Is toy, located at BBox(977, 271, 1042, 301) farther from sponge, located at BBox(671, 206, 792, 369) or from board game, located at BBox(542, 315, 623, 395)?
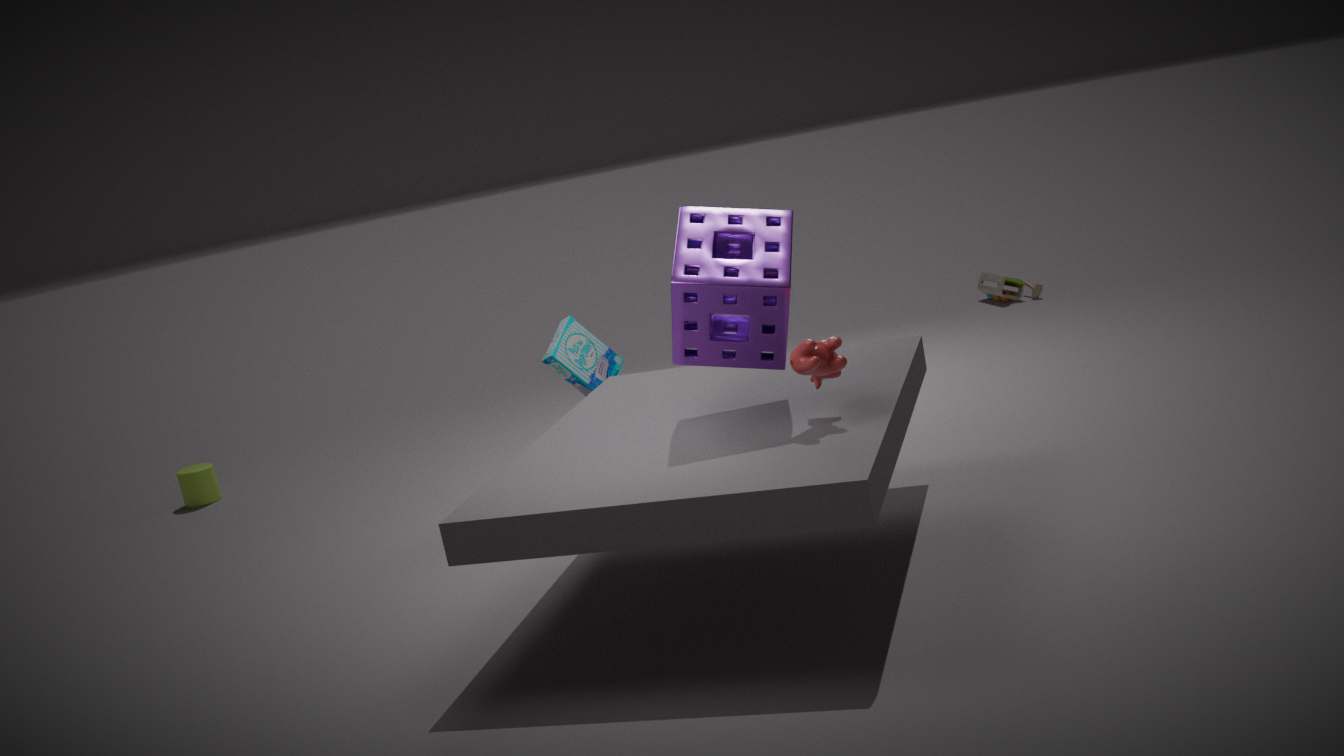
sponge, located at BBox(671, 206, 792, 369)
